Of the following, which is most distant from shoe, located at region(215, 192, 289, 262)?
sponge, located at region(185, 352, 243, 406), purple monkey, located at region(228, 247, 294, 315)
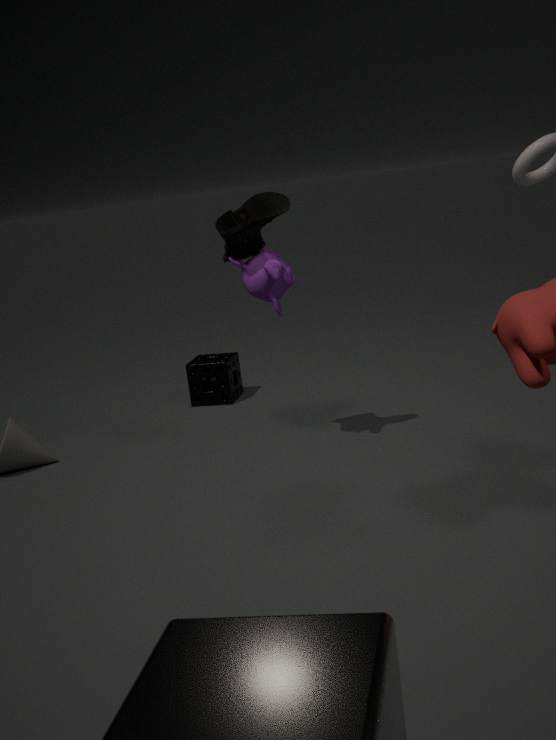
sponge, located at region(185, 352, 243, 406)
